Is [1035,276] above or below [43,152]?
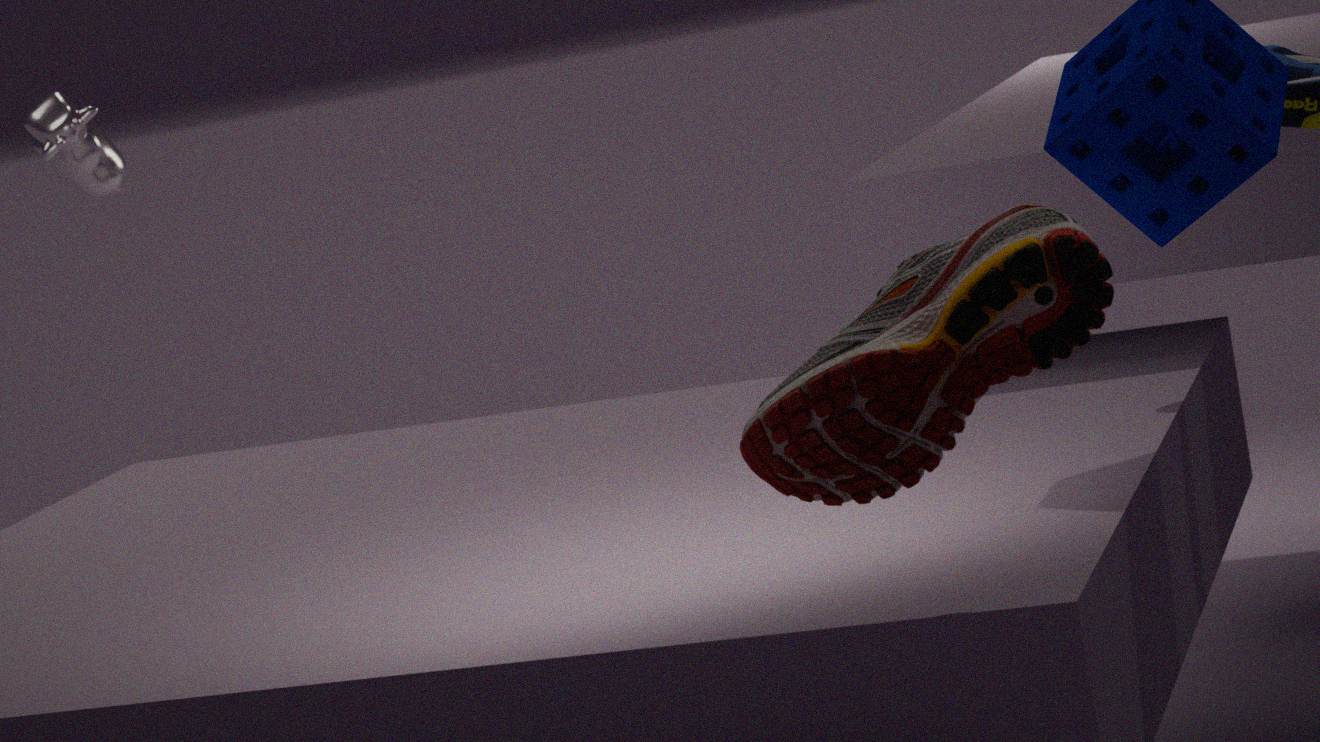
below
